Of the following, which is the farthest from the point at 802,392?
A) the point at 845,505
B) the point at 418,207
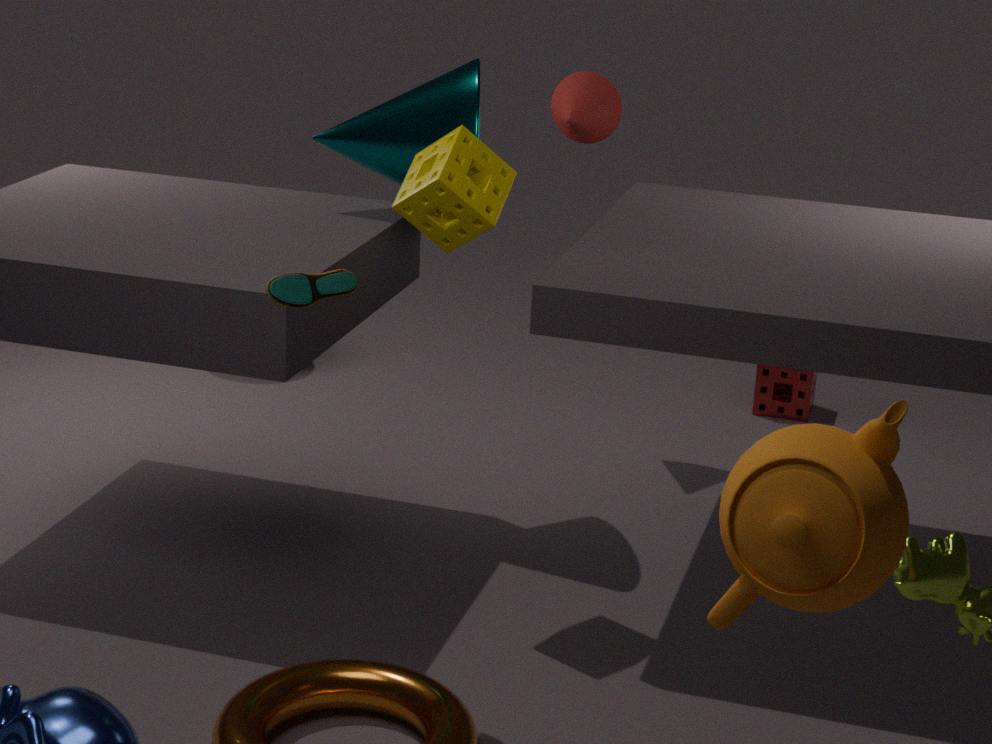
the point at 845,505
